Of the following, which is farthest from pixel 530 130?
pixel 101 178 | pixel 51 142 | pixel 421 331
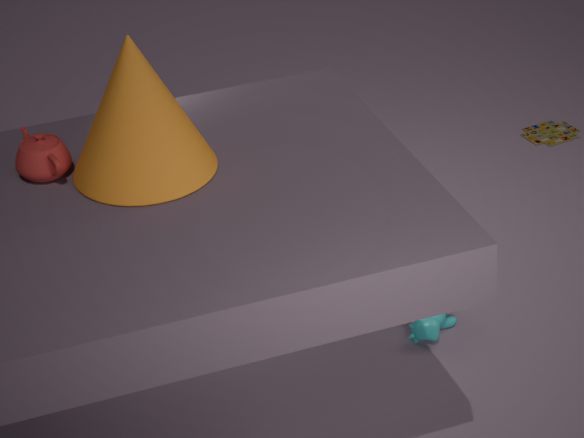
pixel 51 142
